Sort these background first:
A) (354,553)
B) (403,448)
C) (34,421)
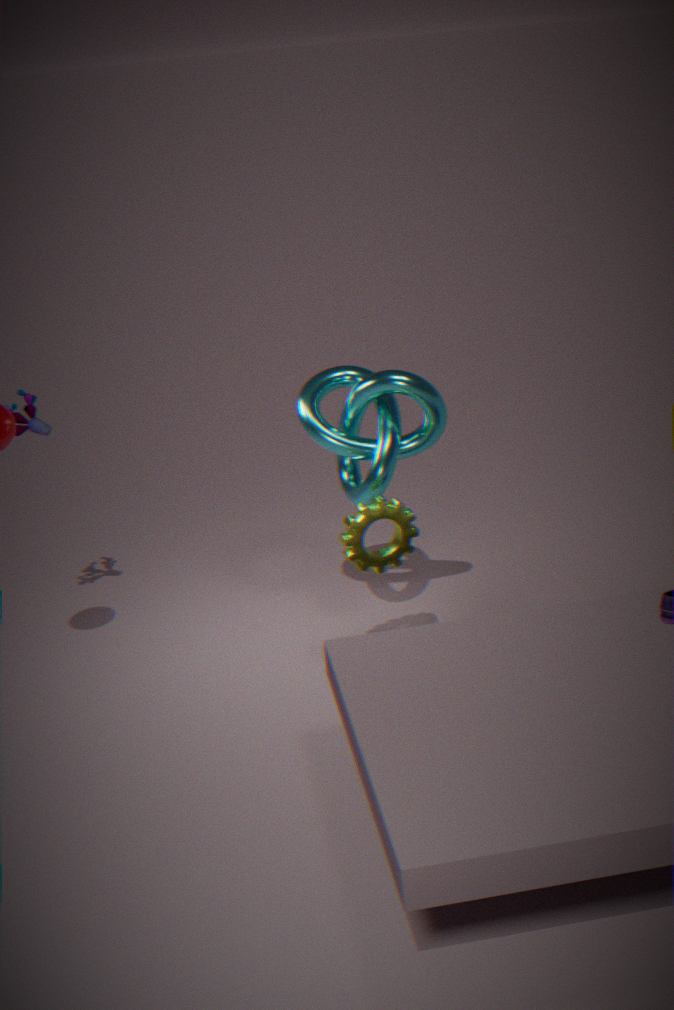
1. (34,421)
2. (403,448)
3. (354,553)
